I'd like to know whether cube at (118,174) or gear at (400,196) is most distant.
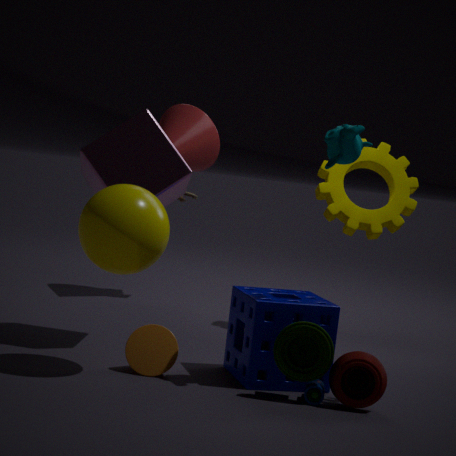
gear at (400,196)
